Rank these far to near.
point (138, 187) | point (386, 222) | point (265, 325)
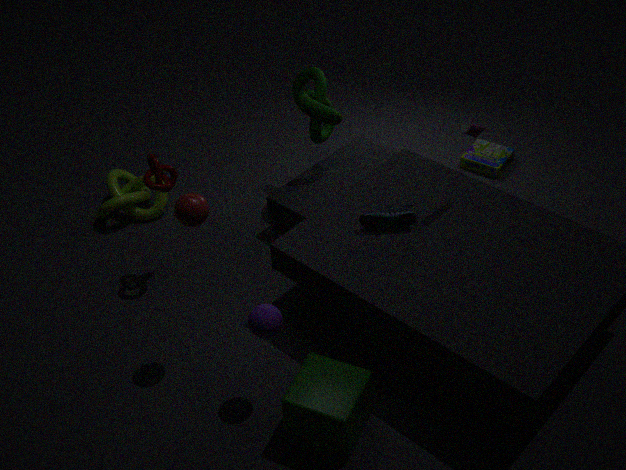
point (138, 187), point (386, 222), point (265, 325)
